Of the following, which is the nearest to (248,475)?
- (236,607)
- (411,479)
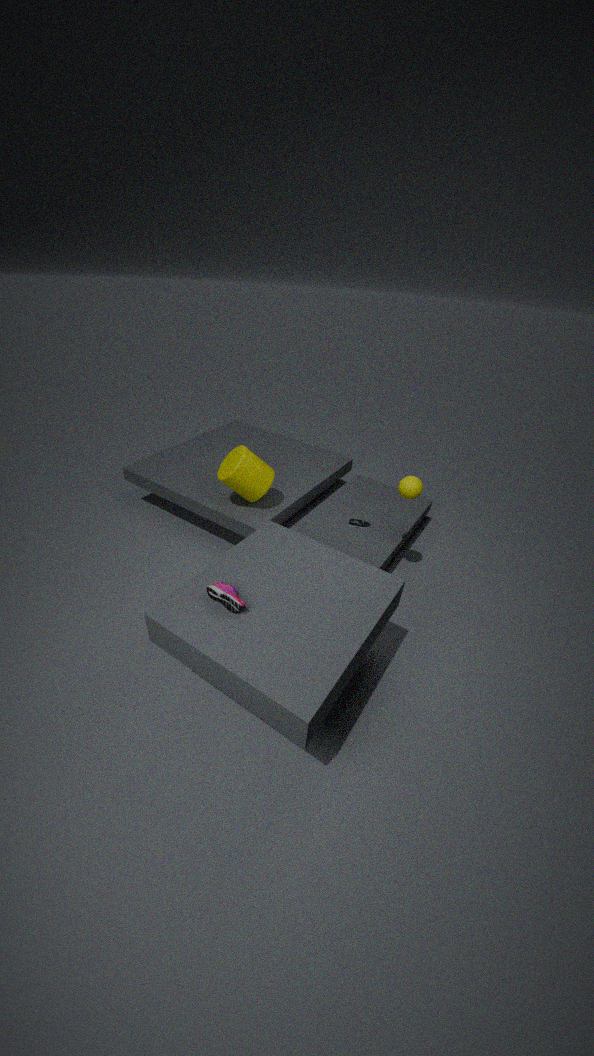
(411,479)
